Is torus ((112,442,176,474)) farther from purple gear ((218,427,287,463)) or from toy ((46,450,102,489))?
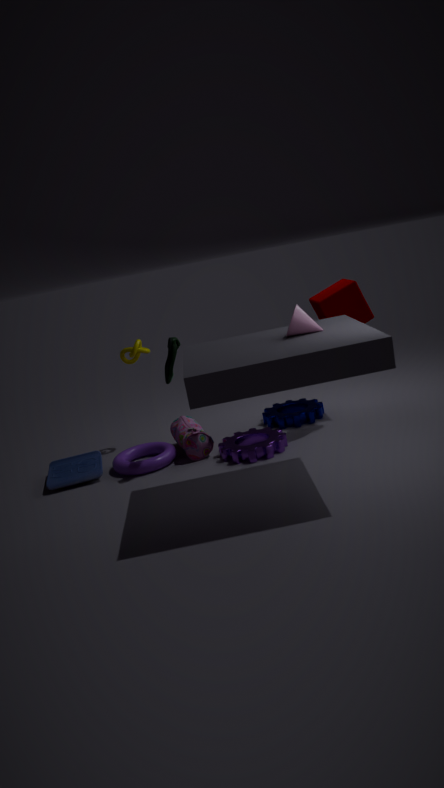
purple gear ((218,427,287,463))
